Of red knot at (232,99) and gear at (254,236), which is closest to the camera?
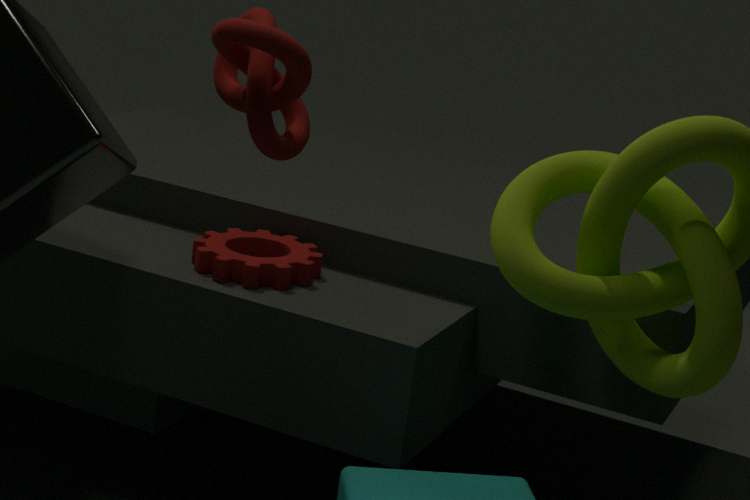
red knot at (232,99)
